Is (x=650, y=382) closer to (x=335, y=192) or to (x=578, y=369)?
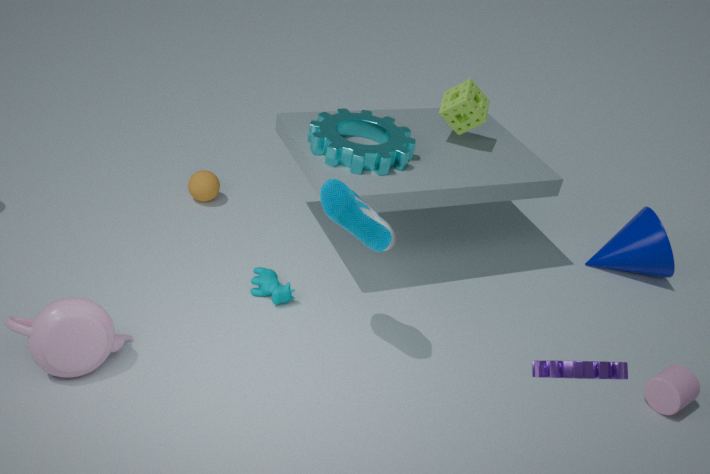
(x=578, y=369)
